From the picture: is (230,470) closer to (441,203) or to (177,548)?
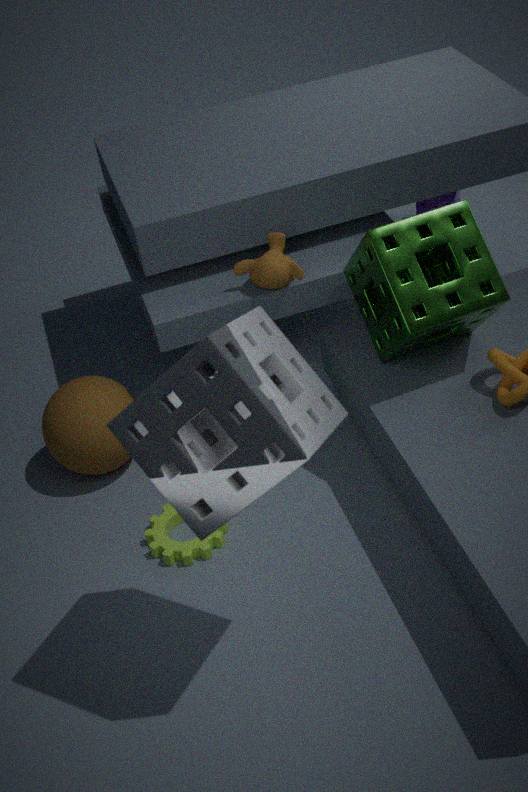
(177,548)
